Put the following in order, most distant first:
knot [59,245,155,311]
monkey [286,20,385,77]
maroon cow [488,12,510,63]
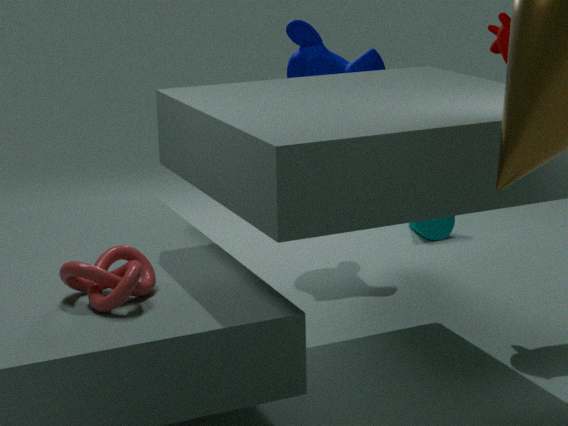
monkey [286,20,385,77] < maroon cow [488,12,510,63] < knot [59,245,155,311]
